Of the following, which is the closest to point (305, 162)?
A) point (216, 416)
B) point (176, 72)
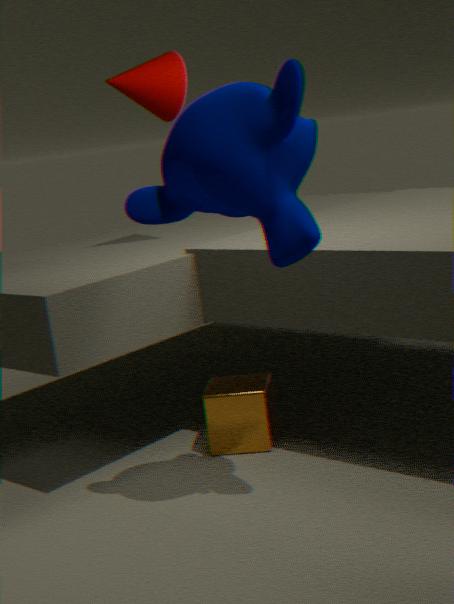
point (216, 416)
